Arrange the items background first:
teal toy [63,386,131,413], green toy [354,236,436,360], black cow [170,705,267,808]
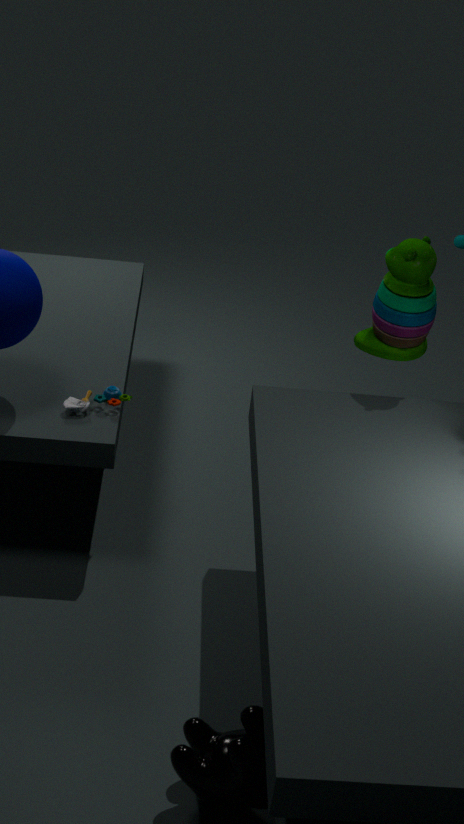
teal toy [63,386,131,413], green toy [354,236,436,360], black cow [170,705,267,808]
